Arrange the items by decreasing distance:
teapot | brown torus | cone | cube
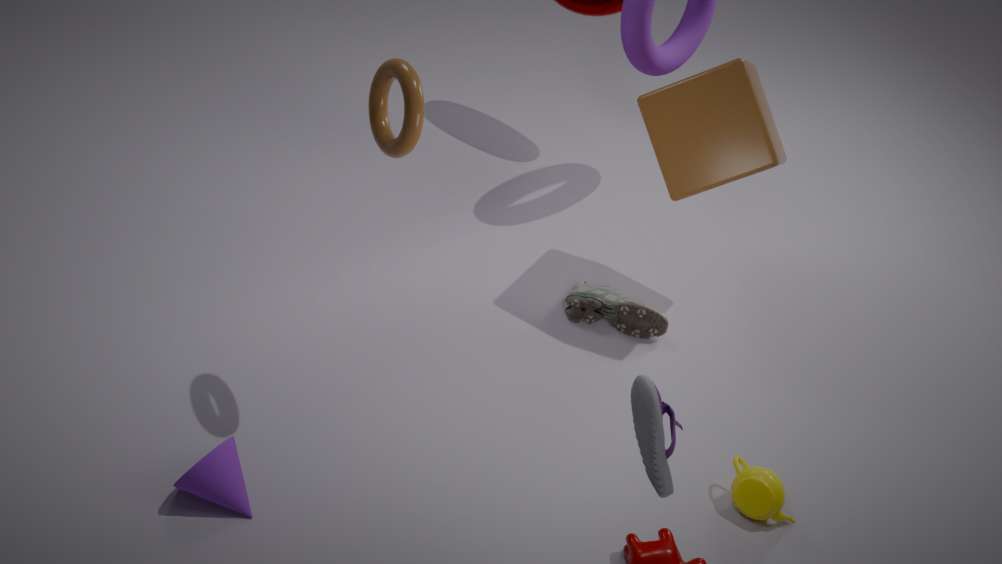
1. cube
2. teapot
3. cone
4. brown torus
